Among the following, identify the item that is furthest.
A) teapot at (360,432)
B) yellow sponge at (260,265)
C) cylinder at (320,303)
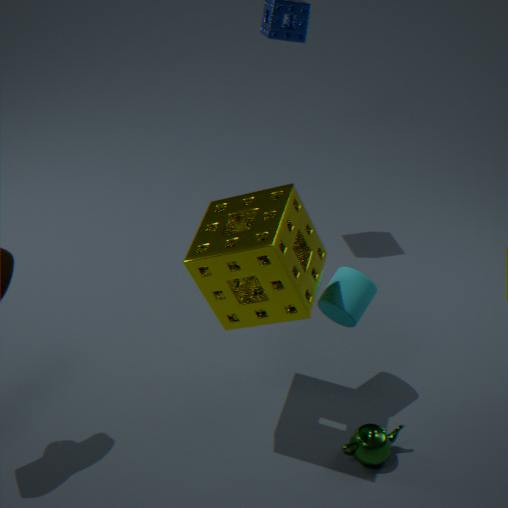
cylinder at (320,303)
